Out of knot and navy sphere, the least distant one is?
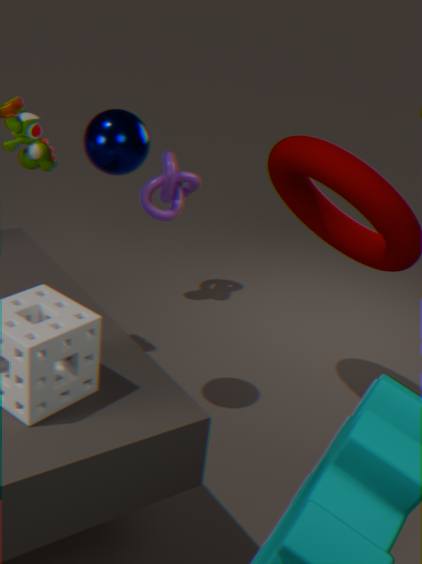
navy sphere
